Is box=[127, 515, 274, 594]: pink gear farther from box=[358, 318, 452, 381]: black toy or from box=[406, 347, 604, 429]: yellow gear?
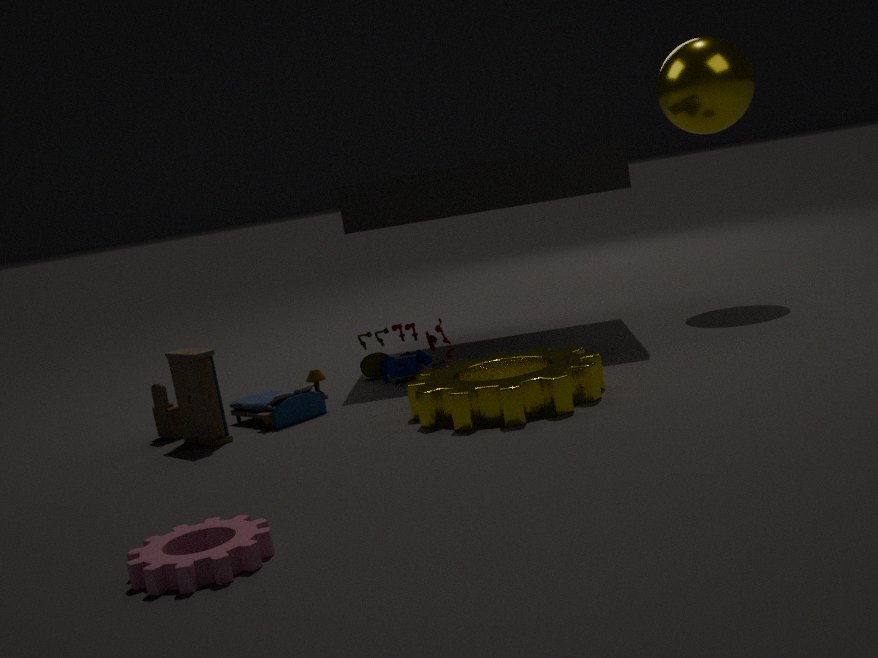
box=[358, 318, 452, 381]: black toy
